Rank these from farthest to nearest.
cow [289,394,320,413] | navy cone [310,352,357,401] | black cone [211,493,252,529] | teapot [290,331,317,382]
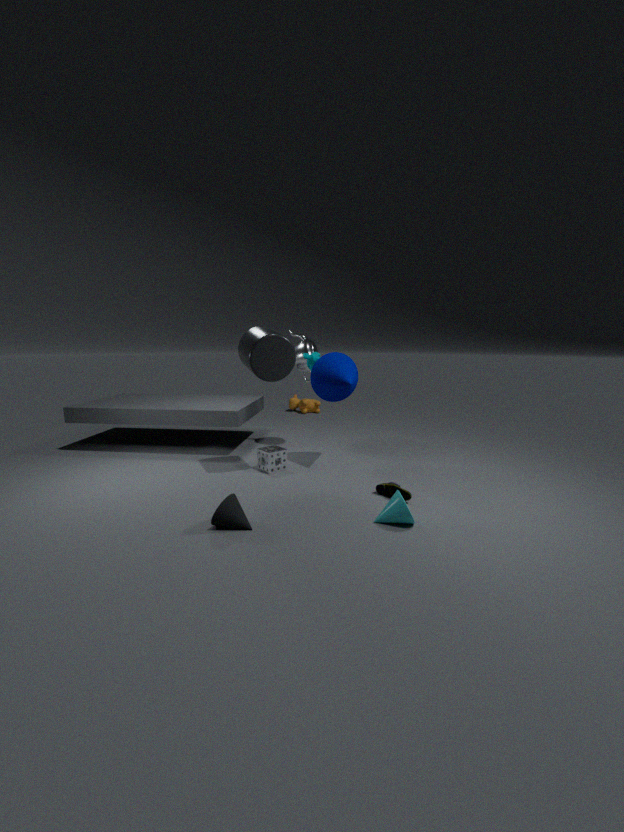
cow [289,394,320,413], teapot [290,331,317,382], navy cone [310,352,357,401], black cone [211,493,252,529]
